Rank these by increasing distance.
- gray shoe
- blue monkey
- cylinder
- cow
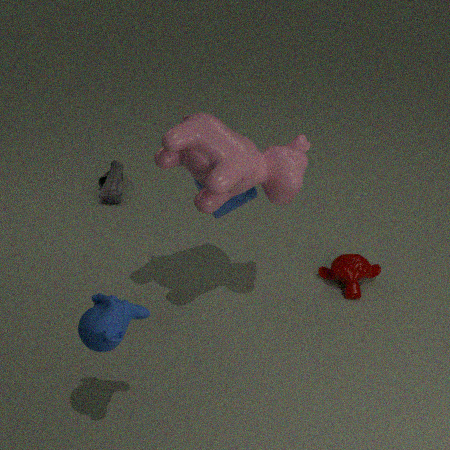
blue monkey, cow, cylinder, gray shoe
